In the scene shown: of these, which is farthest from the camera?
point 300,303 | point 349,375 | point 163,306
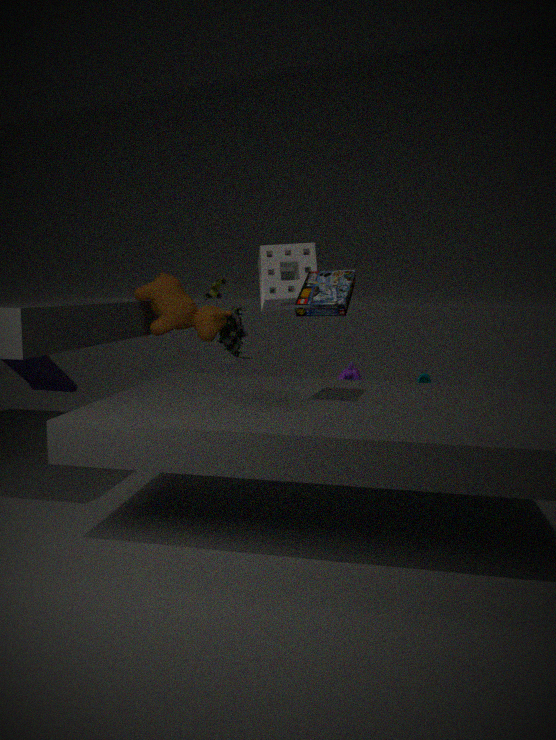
point 349,375
